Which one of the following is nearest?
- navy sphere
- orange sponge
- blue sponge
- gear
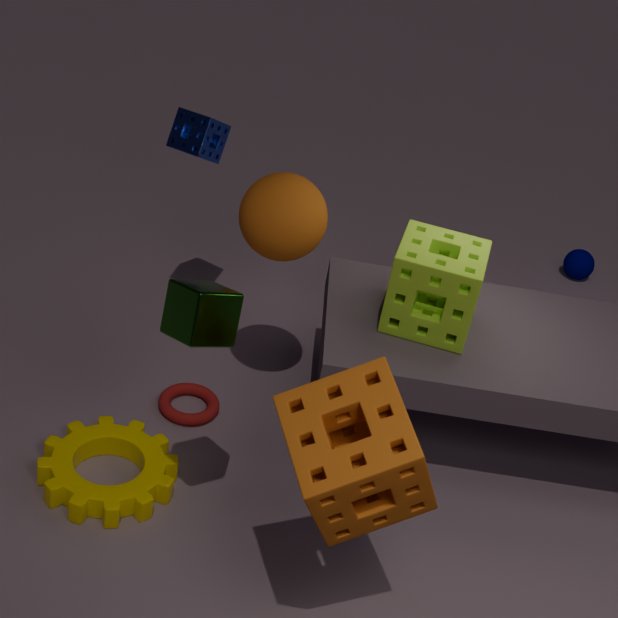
orange sponge
